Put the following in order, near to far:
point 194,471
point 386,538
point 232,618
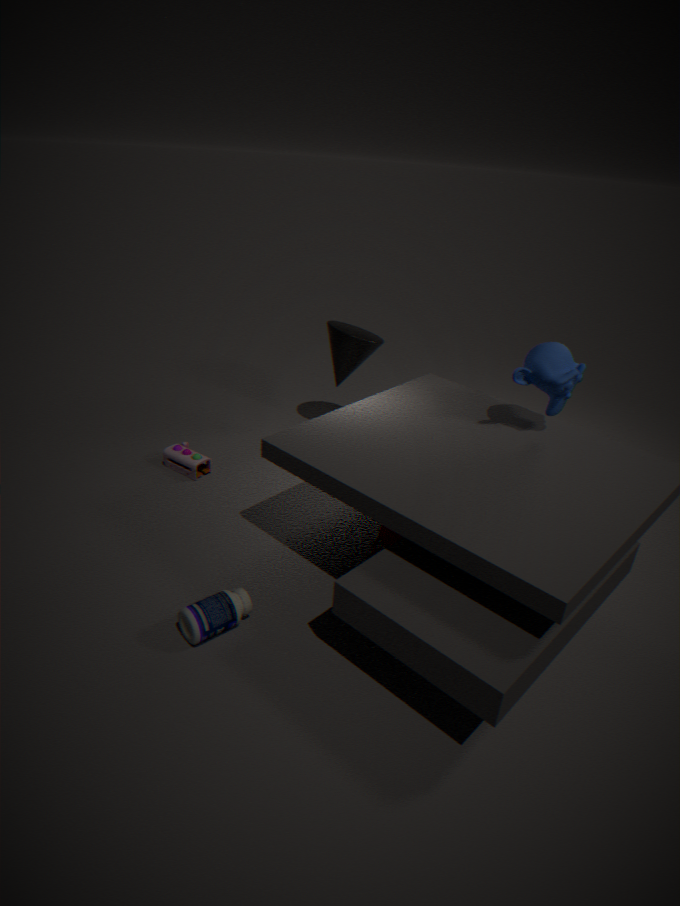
point 232,618
point 386,538
point 194,471
